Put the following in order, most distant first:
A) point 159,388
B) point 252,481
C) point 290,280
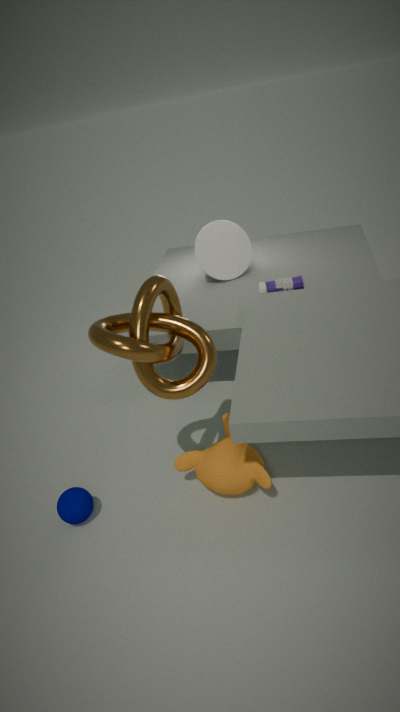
point 290,280
point 252,481
point 159,388
